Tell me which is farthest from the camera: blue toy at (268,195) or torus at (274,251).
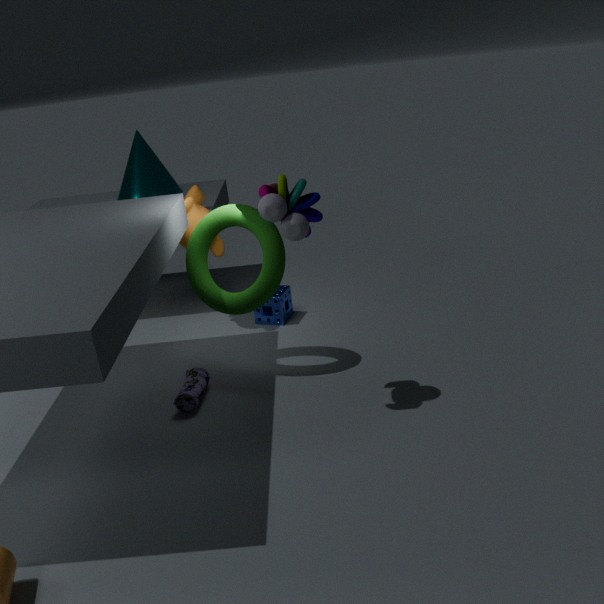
torus at (274,251)
